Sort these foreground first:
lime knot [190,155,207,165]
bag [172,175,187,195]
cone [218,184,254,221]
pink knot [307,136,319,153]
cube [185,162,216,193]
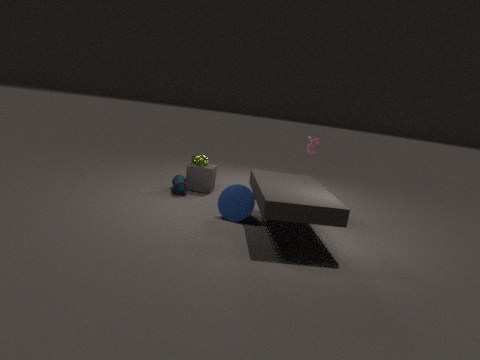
cone [218,184,254,221] → bag [172,175,187,195] → cube [185,162,216,193] → lime knot [190,155,207,165] → pink knot [307,136,319,153]
